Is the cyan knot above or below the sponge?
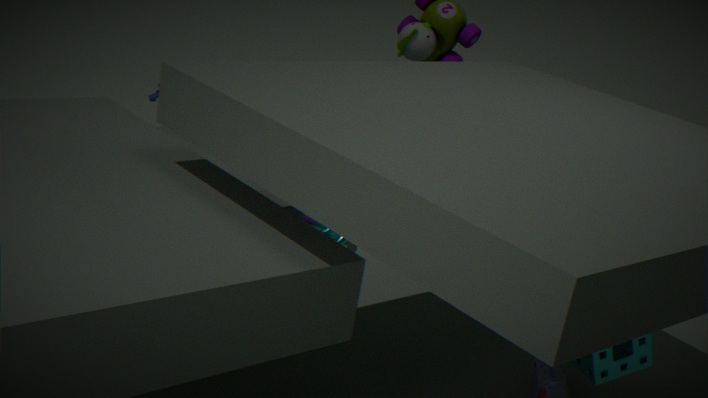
below
